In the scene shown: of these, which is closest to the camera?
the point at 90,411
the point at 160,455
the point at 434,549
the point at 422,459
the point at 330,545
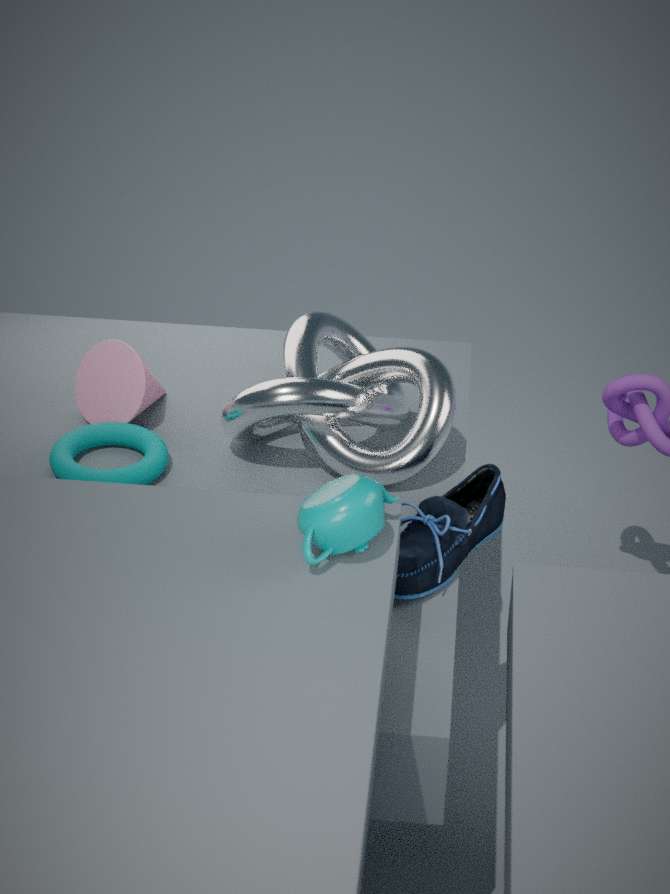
the point at 330,545
